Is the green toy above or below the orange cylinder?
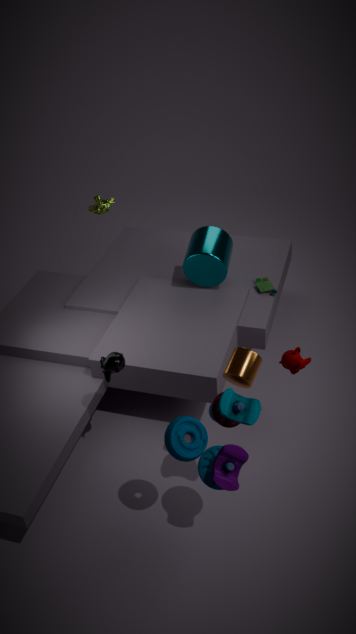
below
